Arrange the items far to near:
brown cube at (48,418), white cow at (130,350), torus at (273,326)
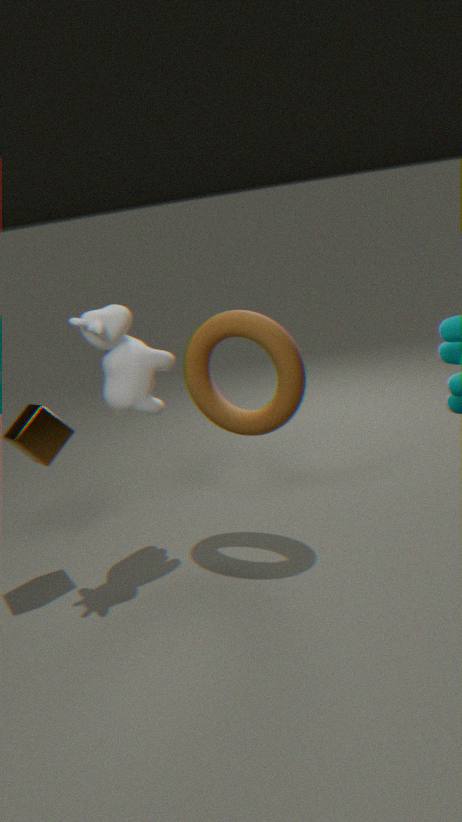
white cow at (130,350)
brown cube at (48,418)
torus at (273,326)
